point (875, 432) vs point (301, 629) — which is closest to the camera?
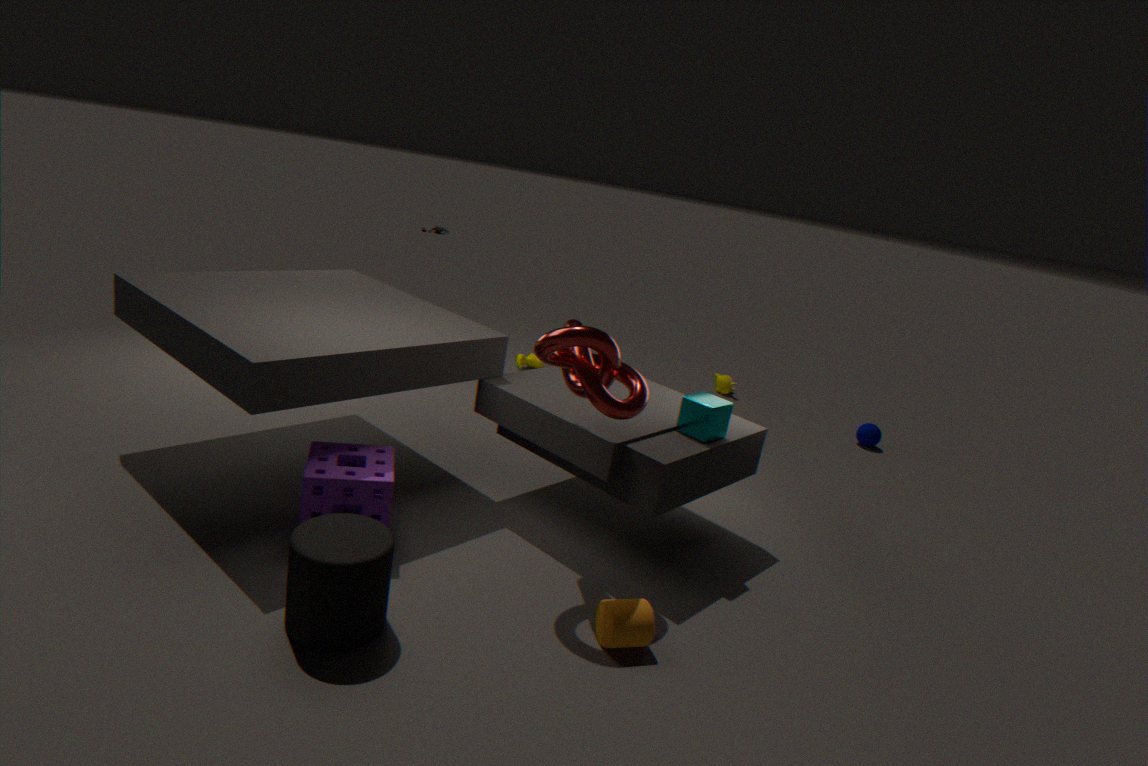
point (301, 629)
